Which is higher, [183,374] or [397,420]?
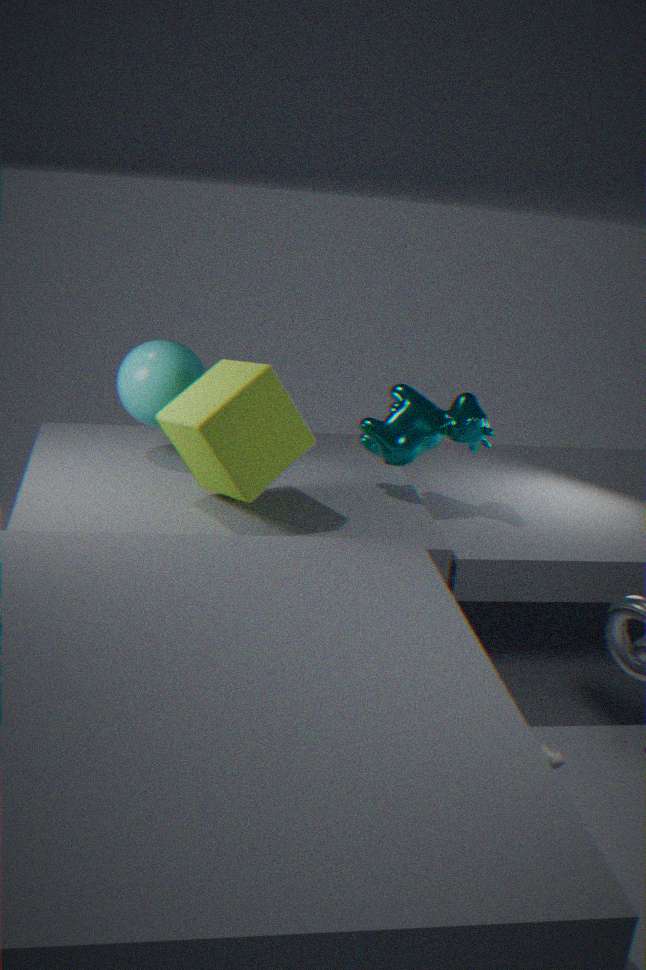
[183,374]
